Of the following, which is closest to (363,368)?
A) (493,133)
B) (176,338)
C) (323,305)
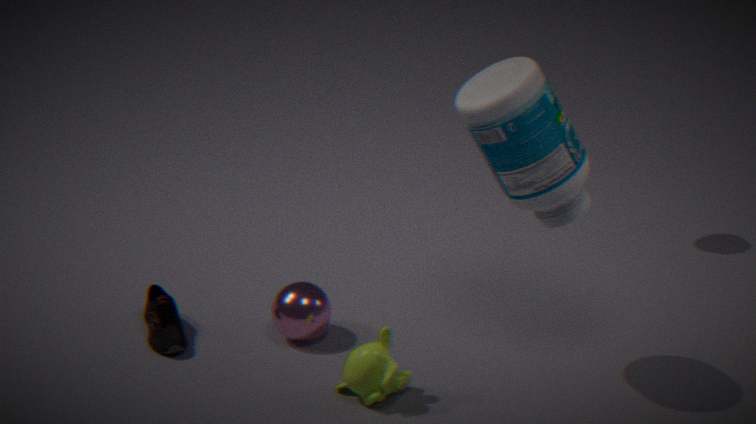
(323,305)
